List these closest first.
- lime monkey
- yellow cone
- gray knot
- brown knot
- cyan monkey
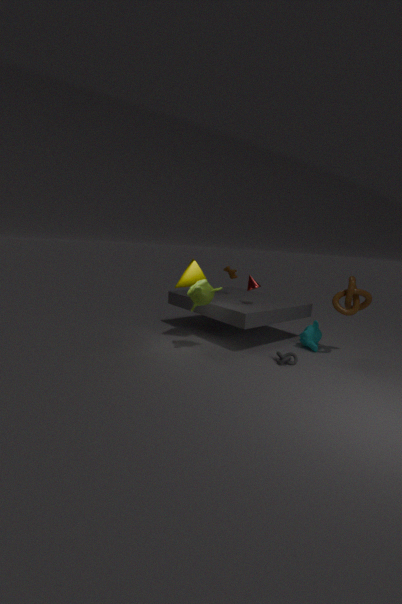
gray knot, lime monkey, brown knot, yellow cone, cyan monkey
